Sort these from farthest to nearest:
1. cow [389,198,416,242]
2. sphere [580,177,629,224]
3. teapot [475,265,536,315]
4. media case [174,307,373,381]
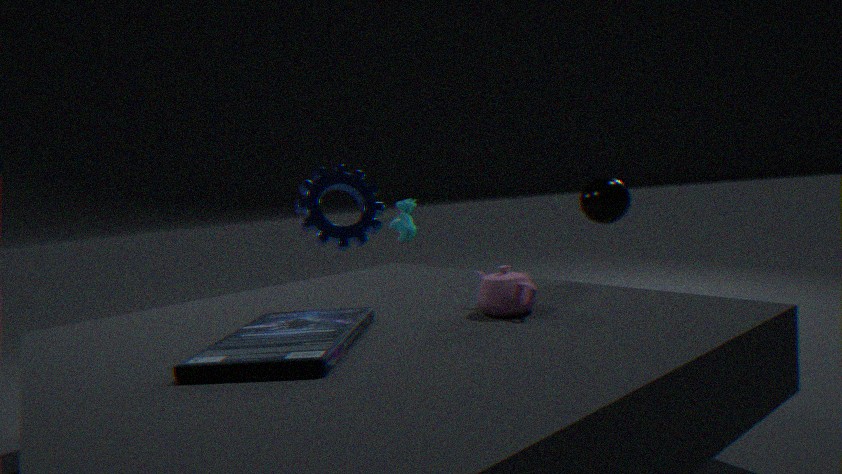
cow [389,198,416,242], sphere [580,177,629,224], teapot [475,265,536,315], media case [174,307,373,381]
